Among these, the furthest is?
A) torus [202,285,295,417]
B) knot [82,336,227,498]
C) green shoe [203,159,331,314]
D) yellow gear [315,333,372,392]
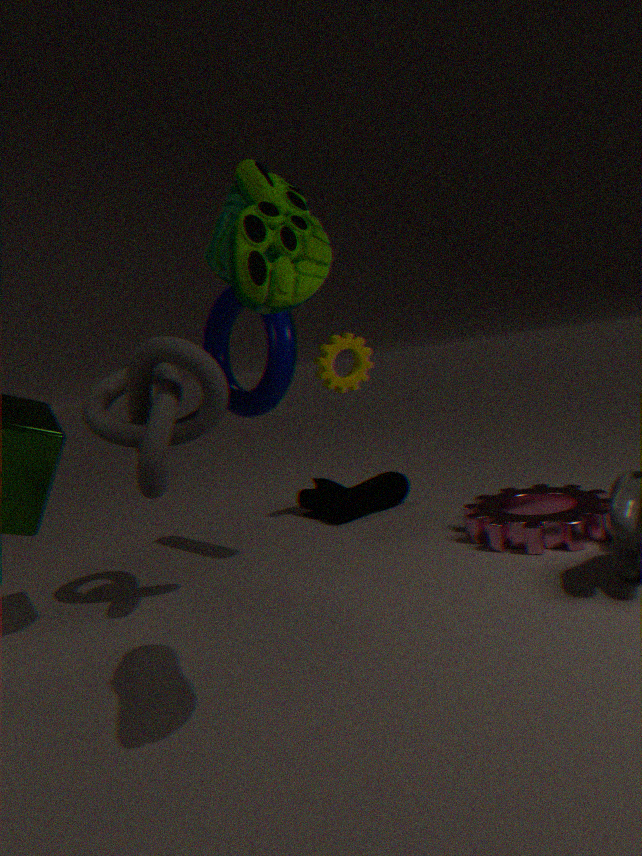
D. yellow gear [315,333,372,392]
